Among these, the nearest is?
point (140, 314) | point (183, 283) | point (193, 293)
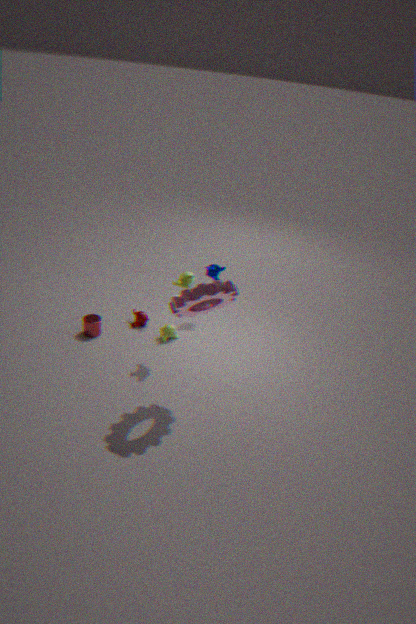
point (193, 293)
